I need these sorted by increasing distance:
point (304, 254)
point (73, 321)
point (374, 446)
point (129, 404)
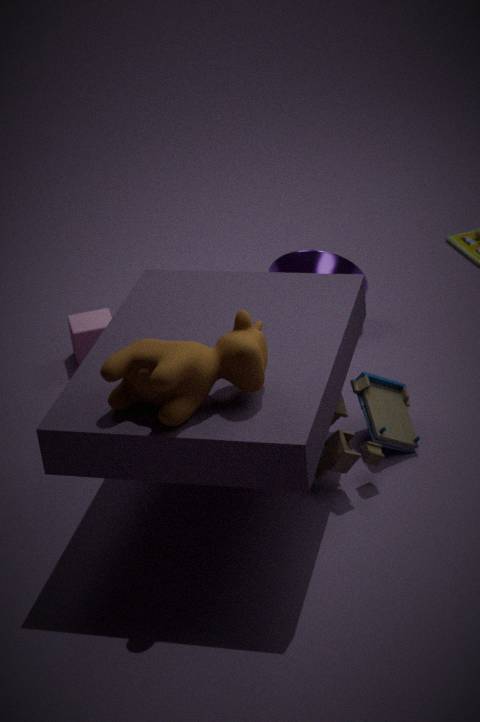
point (129, 404), point (374, 446), point (304, 254), point (73, 321)
